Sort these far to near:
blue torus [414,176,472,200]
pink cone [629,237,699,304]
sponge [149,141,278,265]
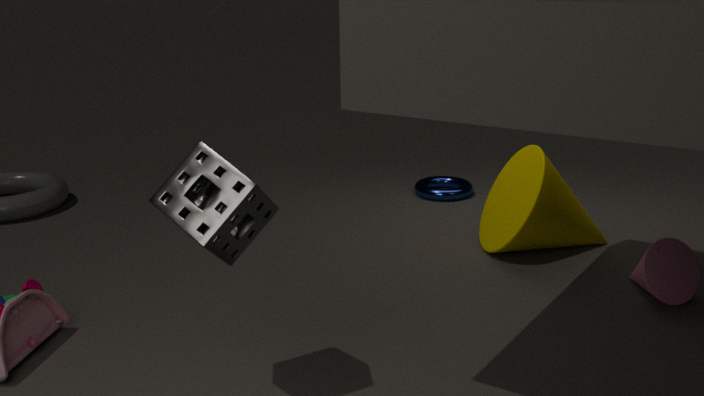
blue torus [414,176,472,200]
pink cone [629,237,699,304]
sponge [149,141,278,265]
